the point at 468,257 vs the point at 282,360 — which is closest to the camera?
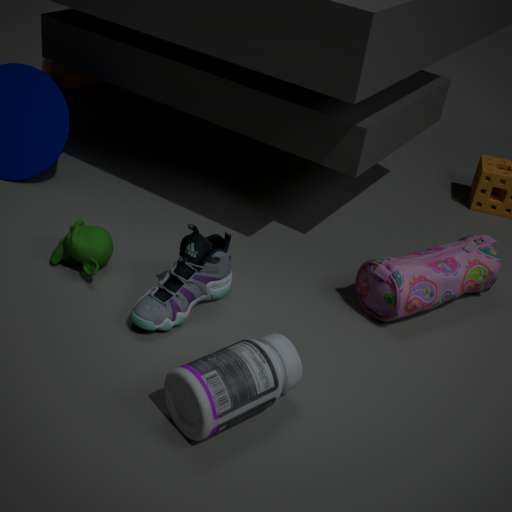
the point at 282,360
